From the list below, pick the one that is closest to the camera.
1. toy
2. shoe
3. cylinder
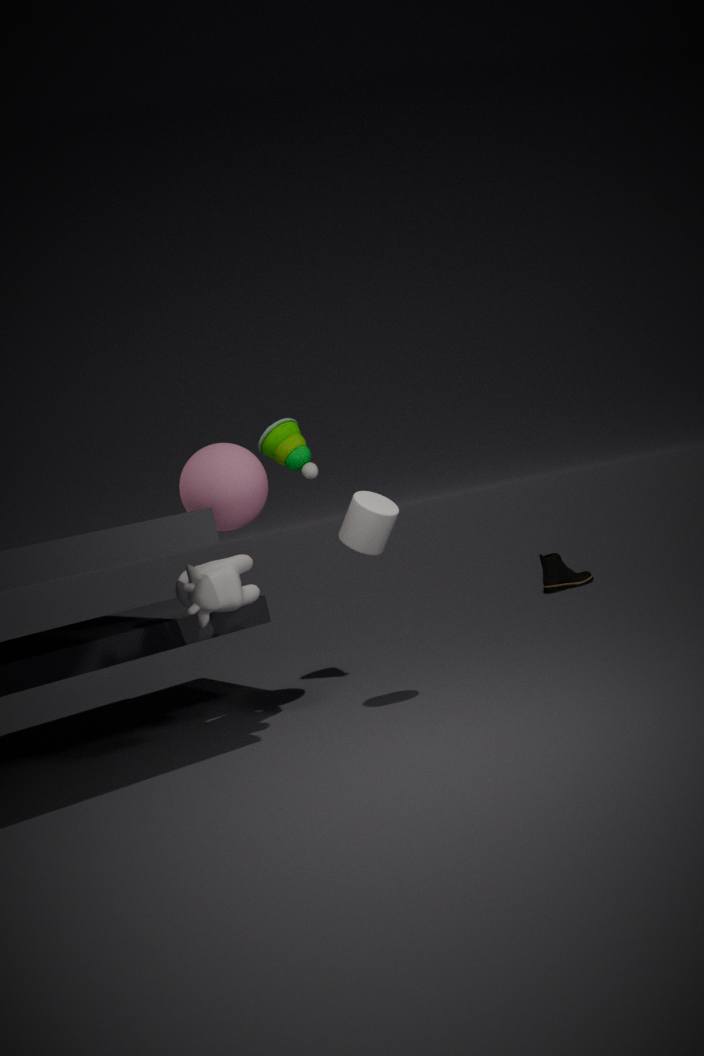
cylinder
